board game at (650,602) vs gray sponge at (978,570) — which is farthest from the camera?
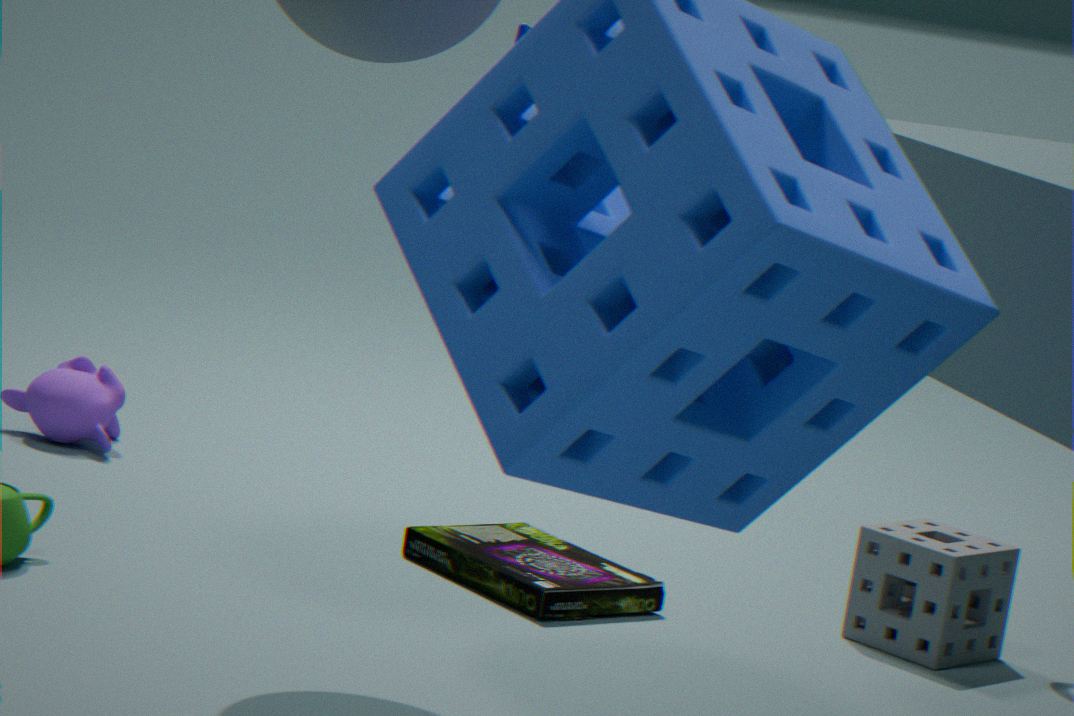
gray sponge at (978,570)
